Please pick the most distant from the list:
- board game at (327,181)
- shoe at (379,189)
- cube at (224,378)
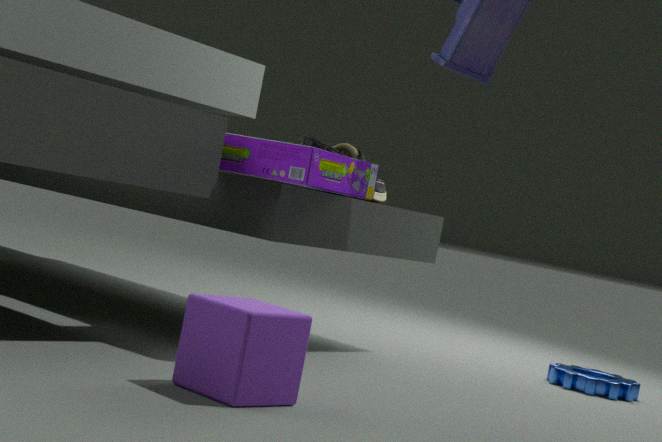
shoe at (379,189)
